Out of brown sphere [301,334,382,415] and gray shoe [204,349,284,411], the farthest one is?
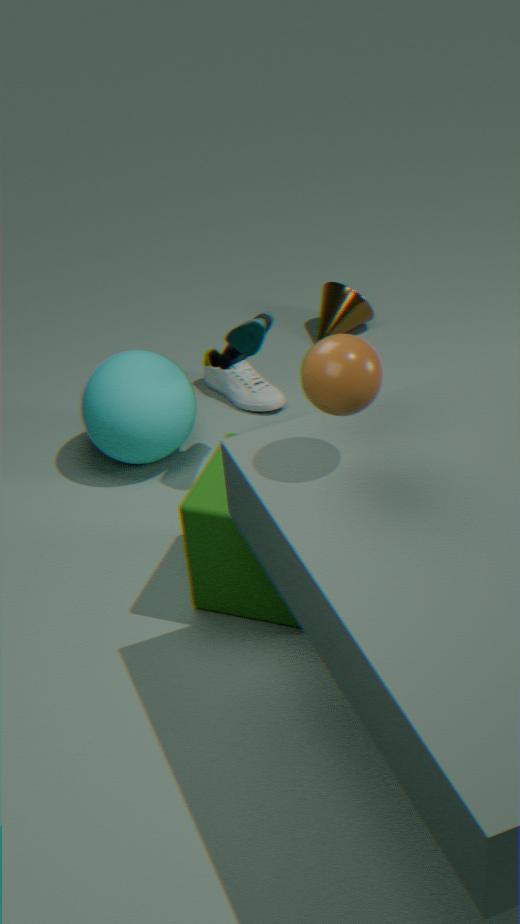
gray shoe [204,349,284,411]
